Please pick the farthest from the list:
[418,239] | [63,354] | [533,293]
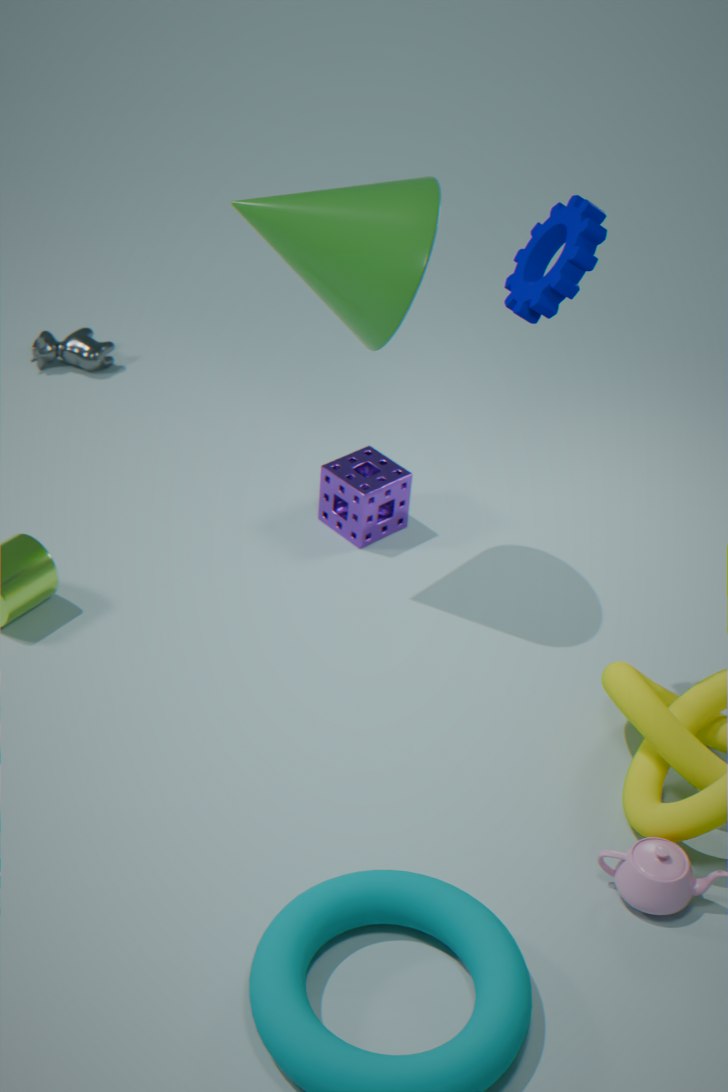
[63,354]
